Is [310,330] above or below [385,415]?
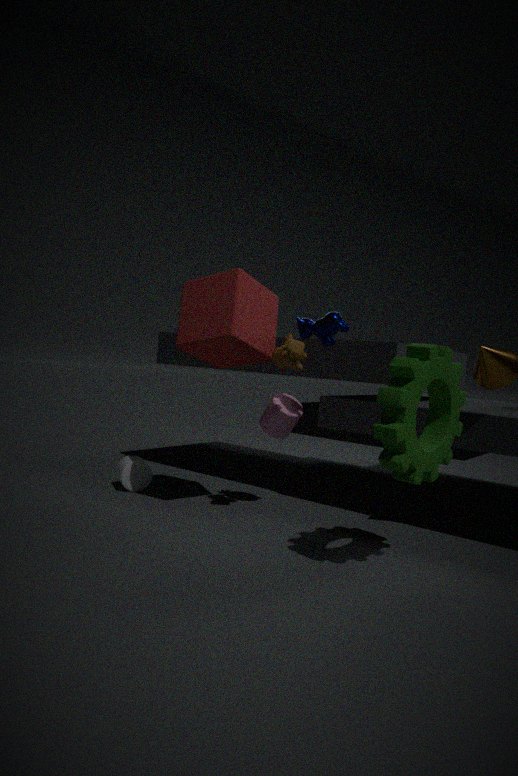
above
